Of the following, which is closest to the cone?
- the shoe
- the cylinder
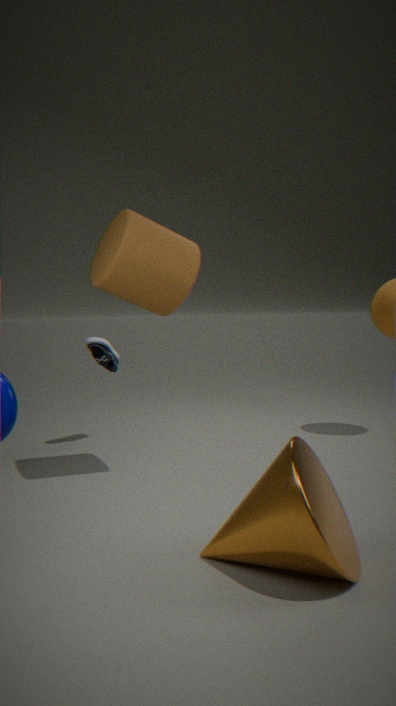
the cylinder
